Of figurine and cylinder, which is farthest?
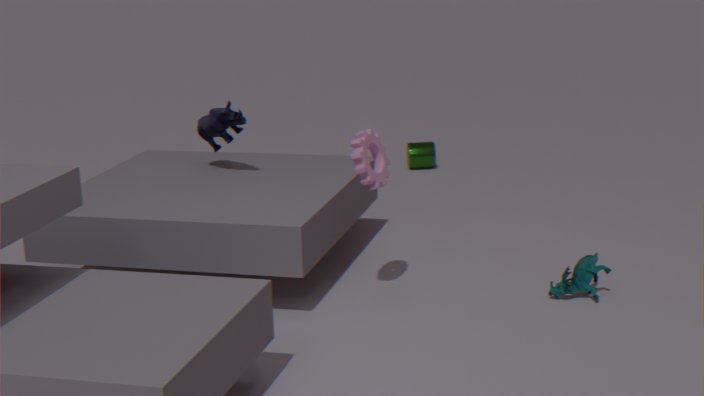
cylinder
